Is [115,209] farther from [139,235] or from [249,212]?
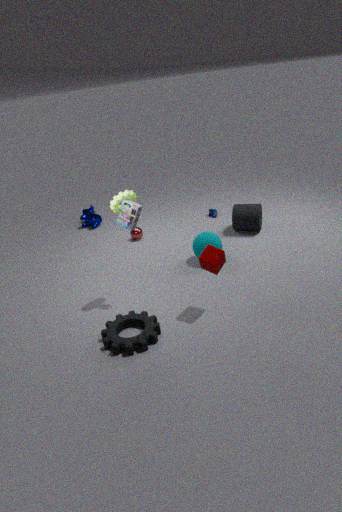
[249,212]
